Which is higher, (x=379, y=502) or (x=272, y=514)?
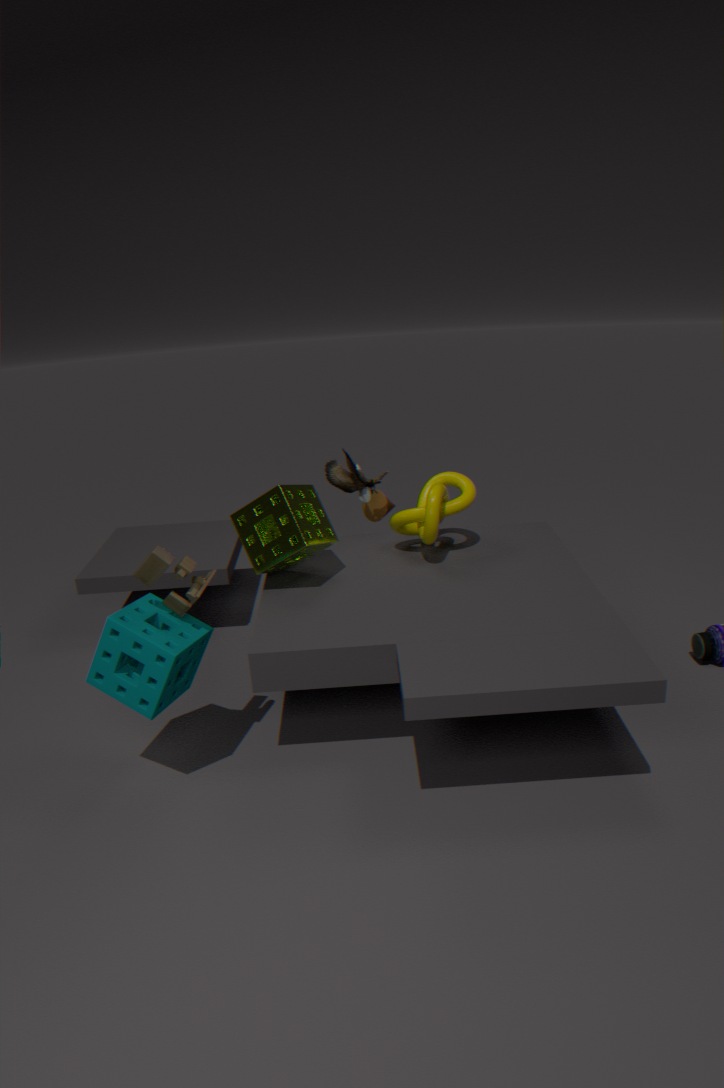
(x=272, y=514)
